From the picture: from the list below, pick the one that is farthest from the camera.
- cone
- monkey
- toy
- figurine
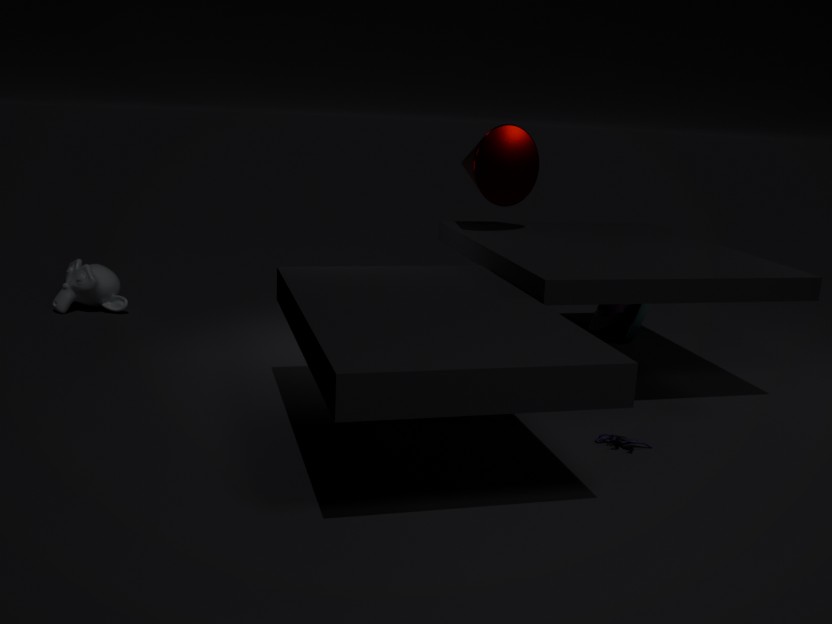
monkey
